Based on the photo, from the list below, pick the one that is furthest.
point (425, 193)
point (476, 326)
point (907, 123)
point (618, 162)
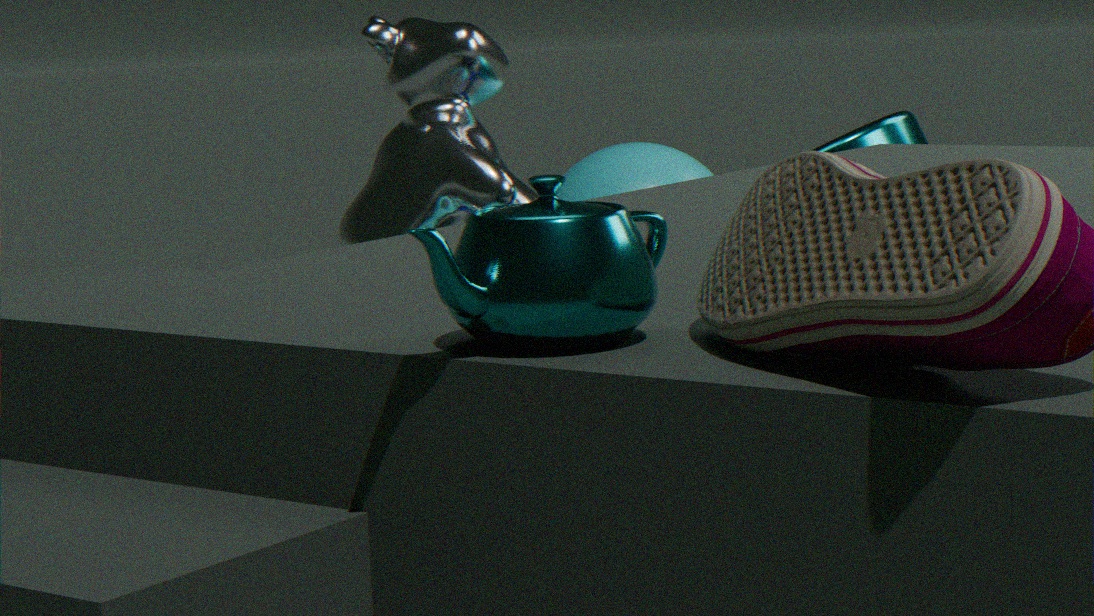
point (618, 162)
